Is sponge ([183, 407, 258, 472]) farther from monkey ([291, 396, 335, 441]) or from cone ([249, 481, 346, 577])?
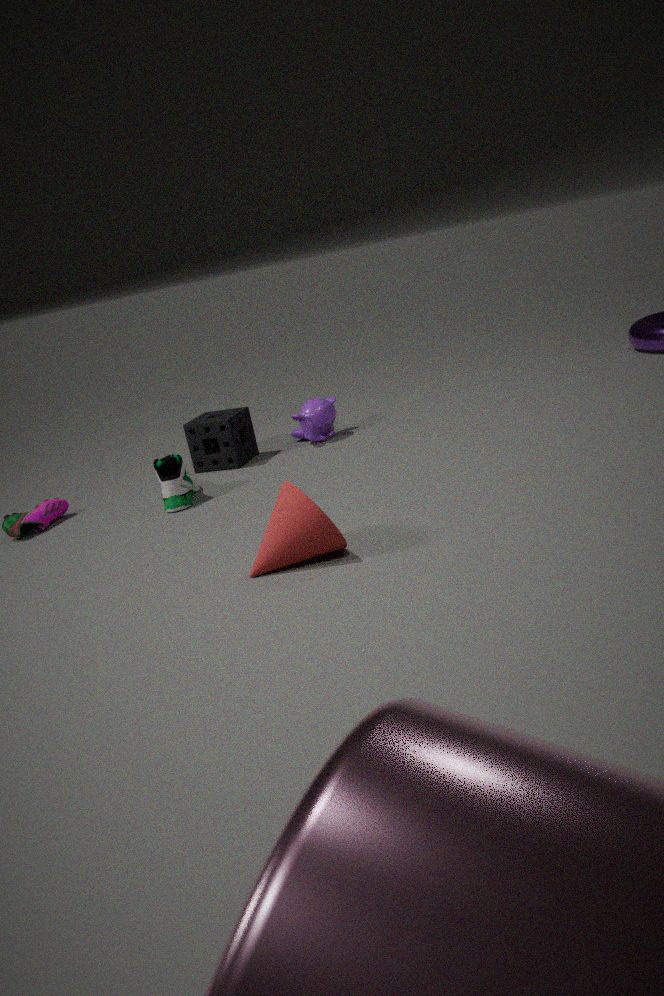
cone ([249, 481, 346, 577])
